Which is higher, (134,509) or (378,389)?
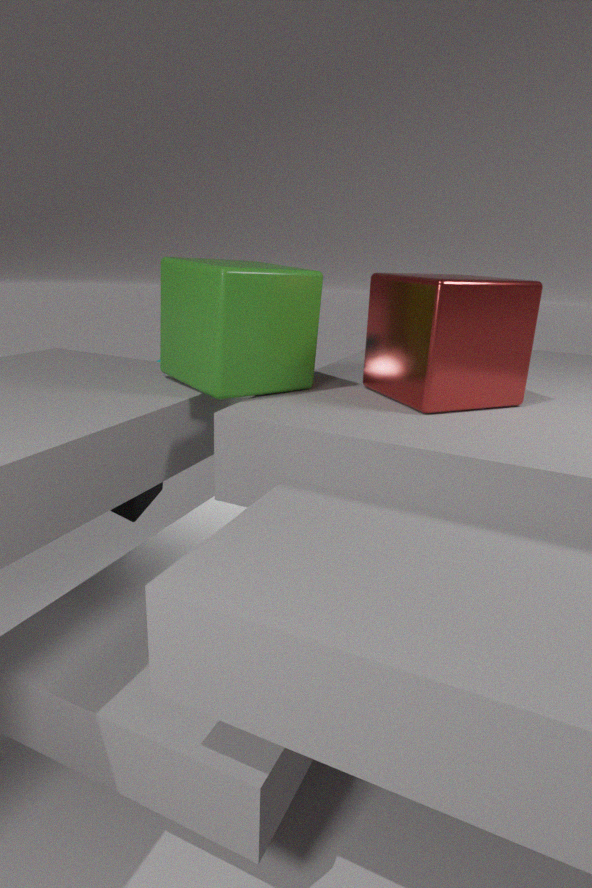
(378,389)
